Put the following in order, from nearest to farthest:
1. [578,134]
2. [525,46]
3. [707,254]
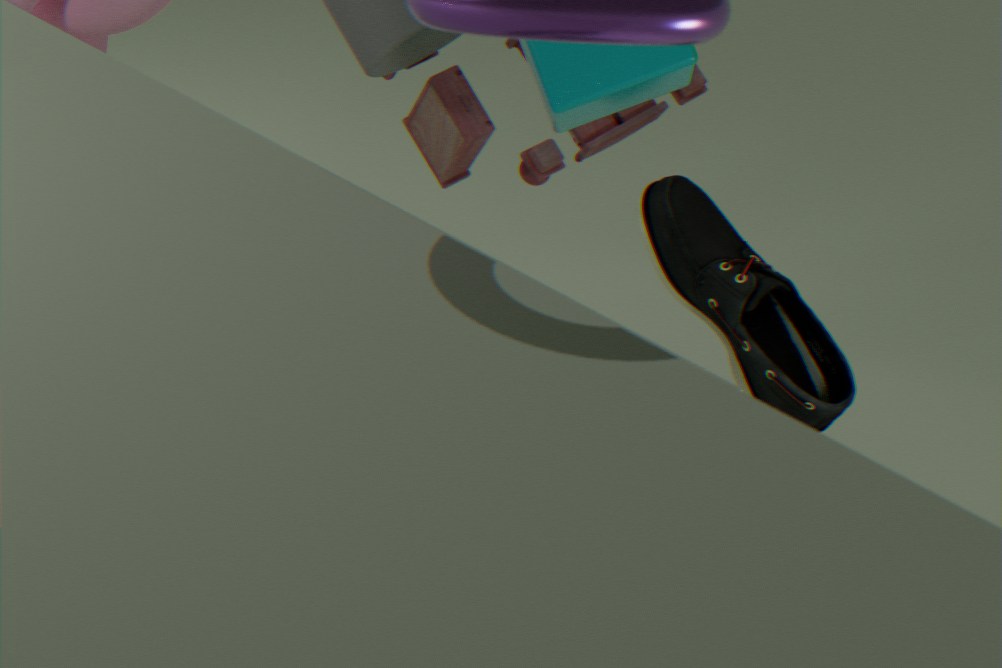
[525,46] → [707,254] → [578,134]
